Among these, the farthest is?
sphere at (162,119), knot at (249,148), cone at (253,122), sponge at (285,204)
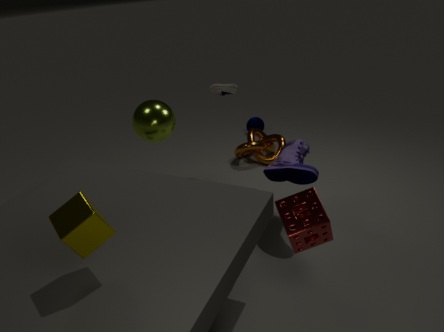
cone at (253,122)
